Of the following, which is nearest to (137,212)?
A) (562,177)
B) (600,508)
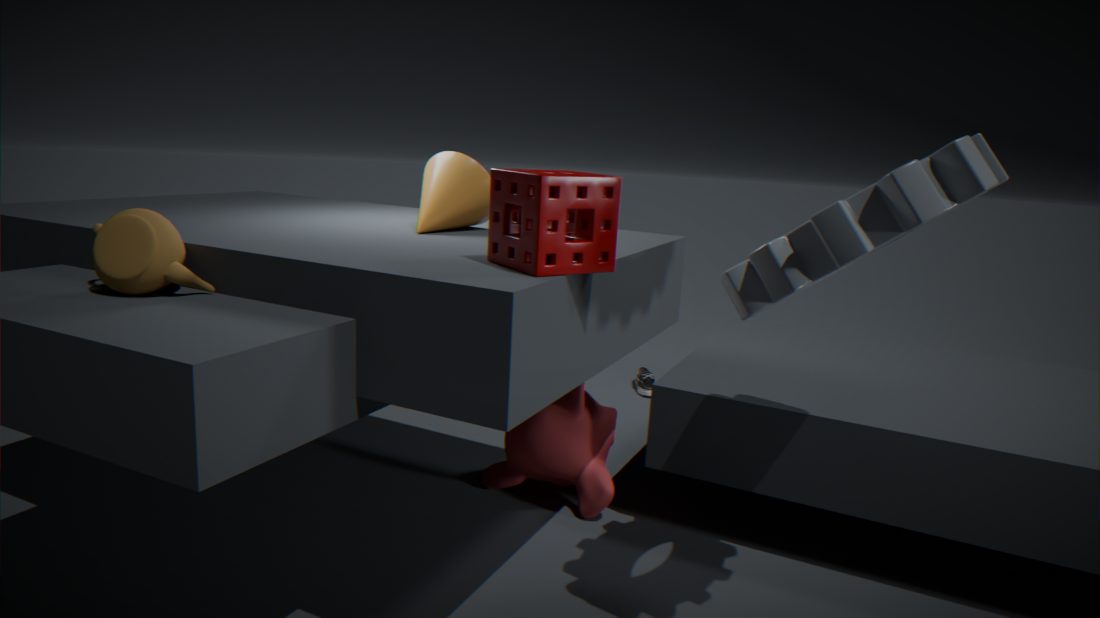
(562,177)
